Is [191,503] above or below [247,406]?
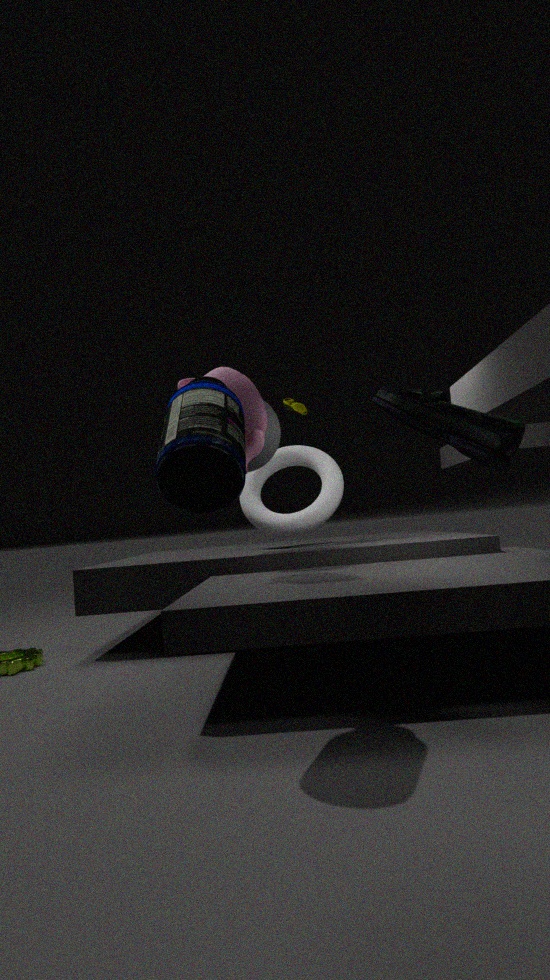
below
